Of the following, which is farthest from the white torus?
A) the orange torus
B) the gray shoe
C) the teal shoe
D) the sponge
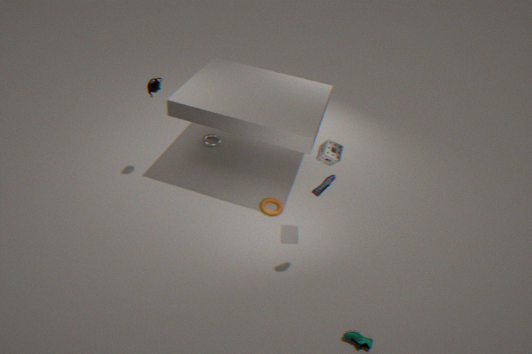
the teal shoe
